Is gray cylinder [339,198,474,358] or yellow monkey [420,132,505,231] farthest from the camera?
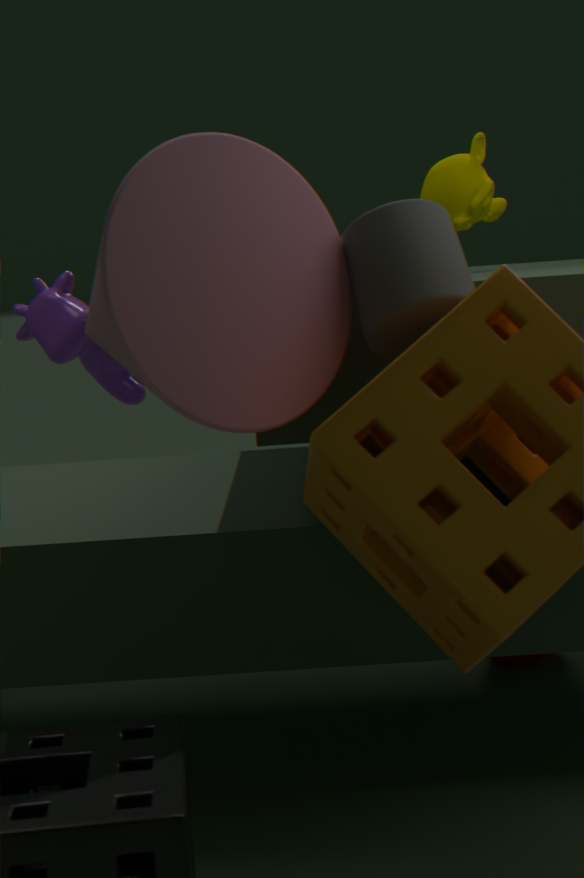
yellow monkey [420,132,505,231]
